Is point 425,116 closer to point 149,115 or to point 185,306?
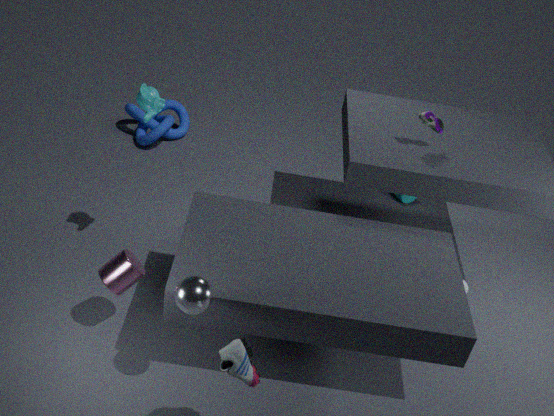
point 149,115
